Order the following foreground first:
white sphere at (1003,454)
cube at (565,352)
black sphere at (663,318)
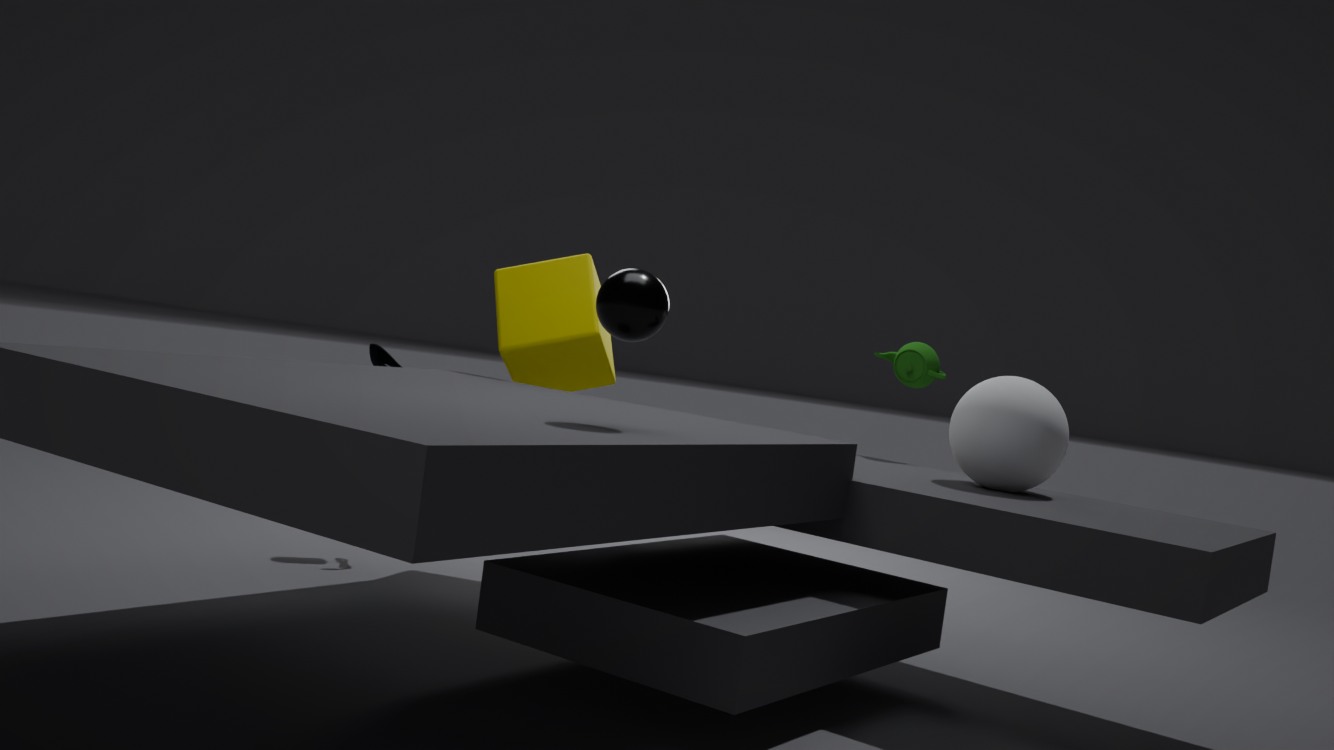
black sphere at (663,318) → white sphere at (1003,454) → cube at (565,352)
